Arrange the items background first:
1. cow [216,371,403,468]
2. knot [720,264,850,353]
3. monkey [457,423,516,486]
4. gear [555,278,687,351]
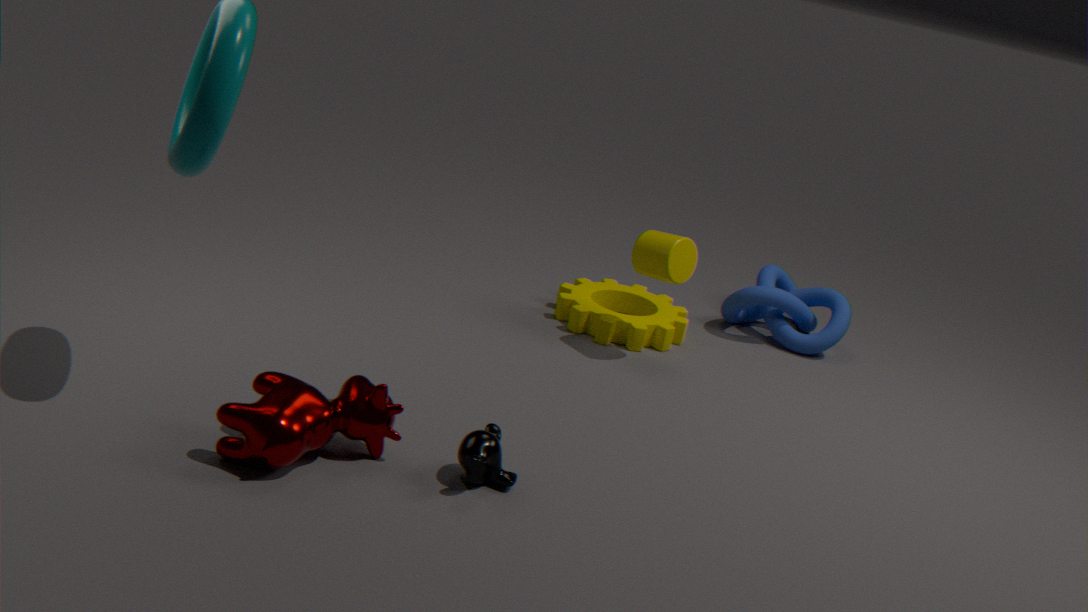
knot [720,264,850,353] < gear [555,278,687,351] < monkey [457,423,516,486] < cow [216,371,403,468]
